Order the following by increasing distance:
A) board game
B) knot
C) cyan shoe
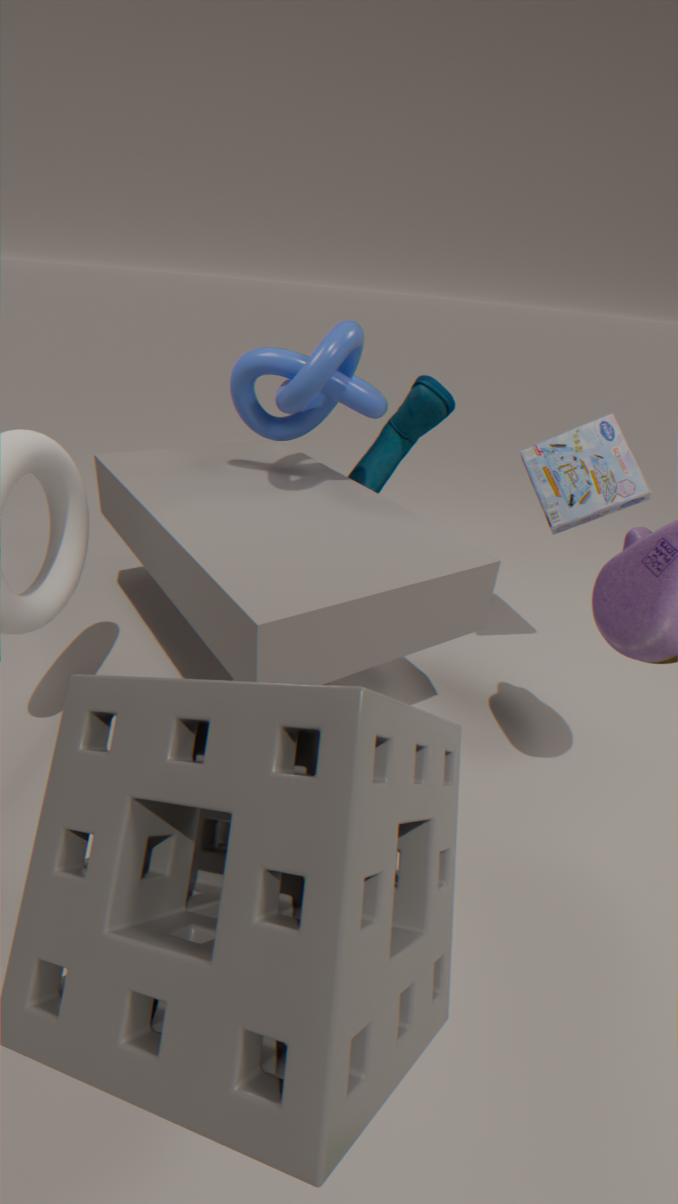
knot < board game < cyan shoe
